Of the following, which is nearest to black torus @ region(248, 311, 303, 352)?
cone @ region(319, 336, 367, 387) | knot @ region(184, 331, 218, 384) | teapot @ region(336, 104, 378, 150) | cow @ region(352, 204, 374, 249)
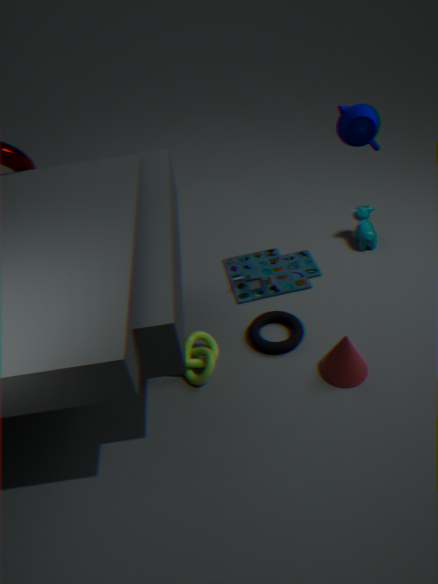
cone @ region(319, 336, 367, 387)
